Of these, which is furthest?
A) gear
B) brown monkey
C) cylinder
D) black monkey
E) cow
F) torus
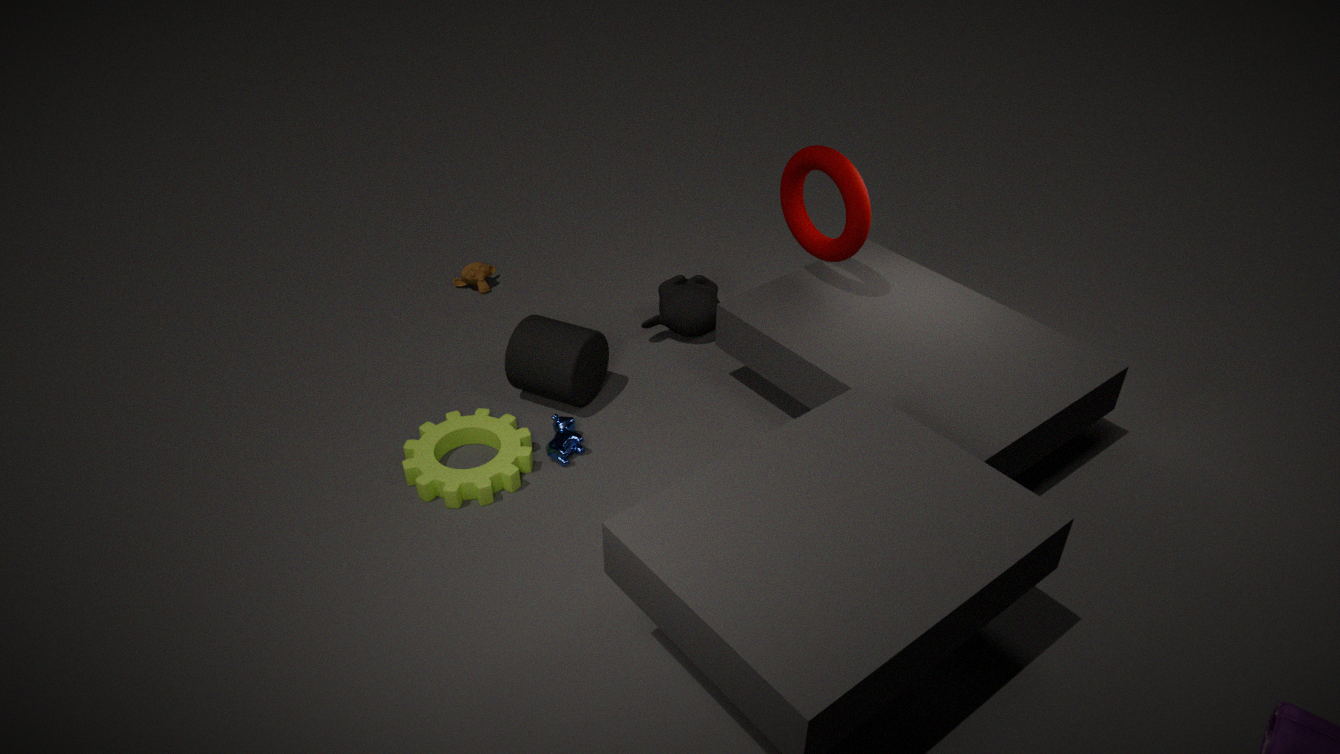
brown monkey
